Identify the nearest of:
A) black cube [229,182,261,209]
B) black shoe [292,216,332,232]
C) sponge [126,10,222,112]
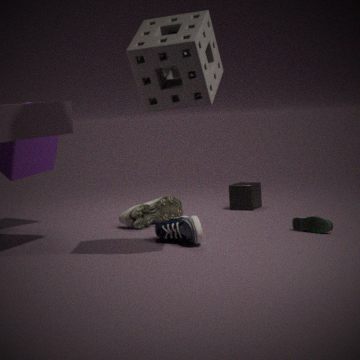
sponge [126,10,222,112]
